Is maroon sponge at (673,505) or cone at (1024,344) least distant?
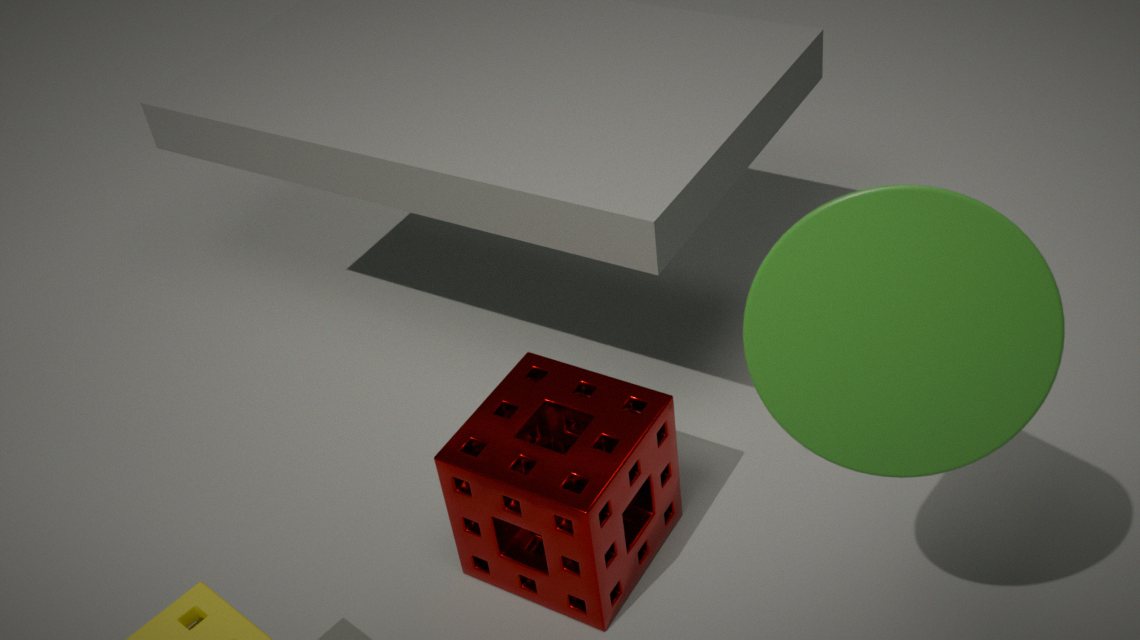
cone at (1024,344)
